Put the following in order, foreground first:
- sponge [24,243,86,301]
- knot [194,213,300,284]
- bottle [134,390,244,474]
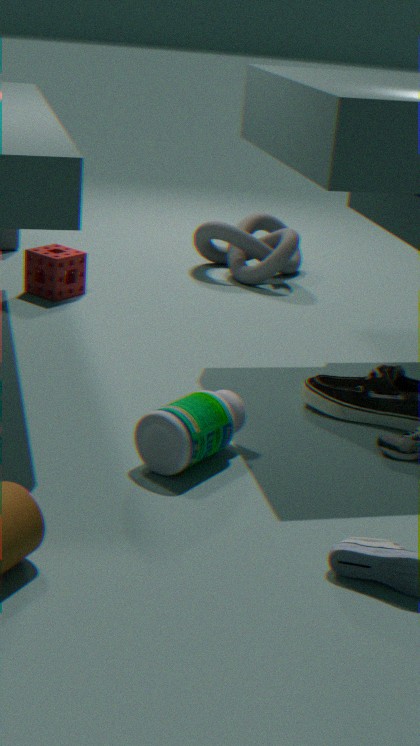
bottle [134,390,244,474], sponge [24,243,86,301], knot [194,213,300,284]
